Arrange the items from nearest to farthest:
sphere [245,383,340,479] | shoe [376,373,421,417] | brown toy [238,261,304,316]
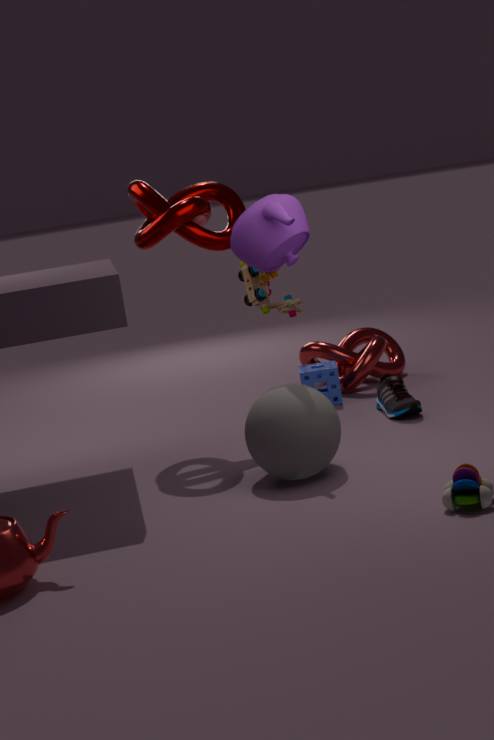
sphere [245,383,340,479]
shoe [376,373,421,417]
brown toy [238,261,304,316]
